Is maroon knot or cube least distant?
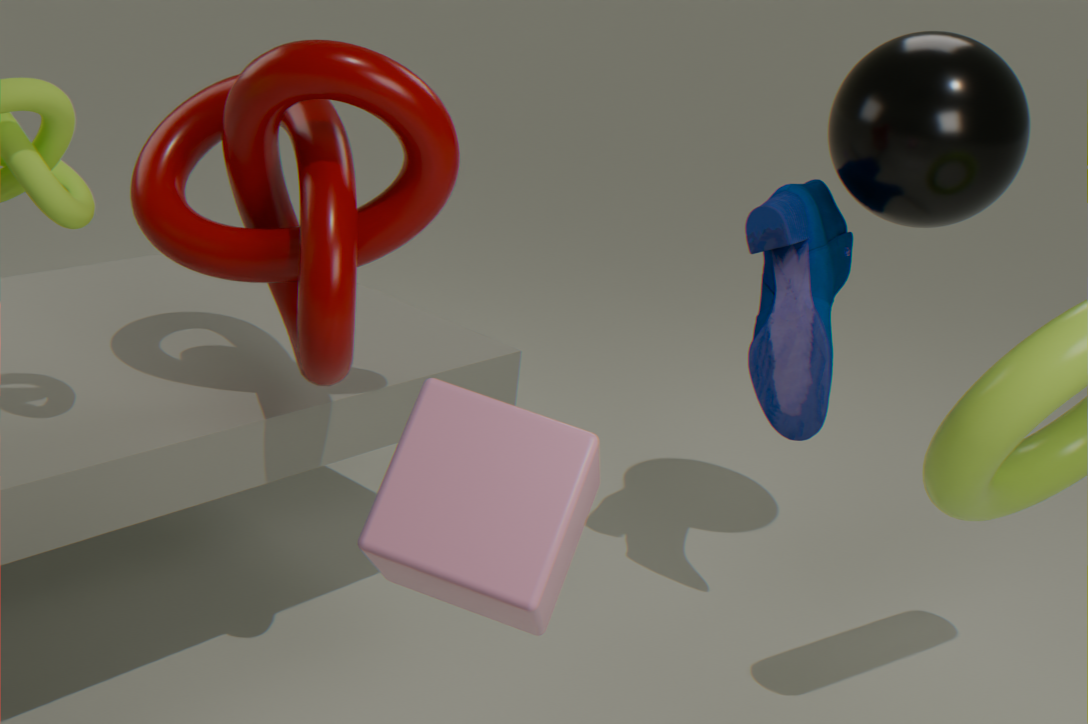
cube
